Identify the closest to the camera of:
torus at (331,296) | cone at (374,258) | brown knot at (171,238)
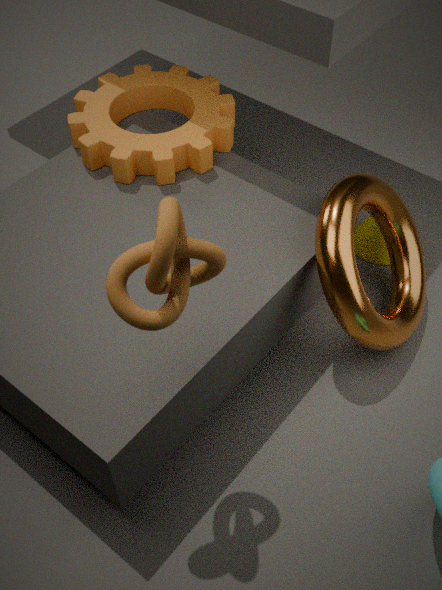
brown knot at (171,238)
